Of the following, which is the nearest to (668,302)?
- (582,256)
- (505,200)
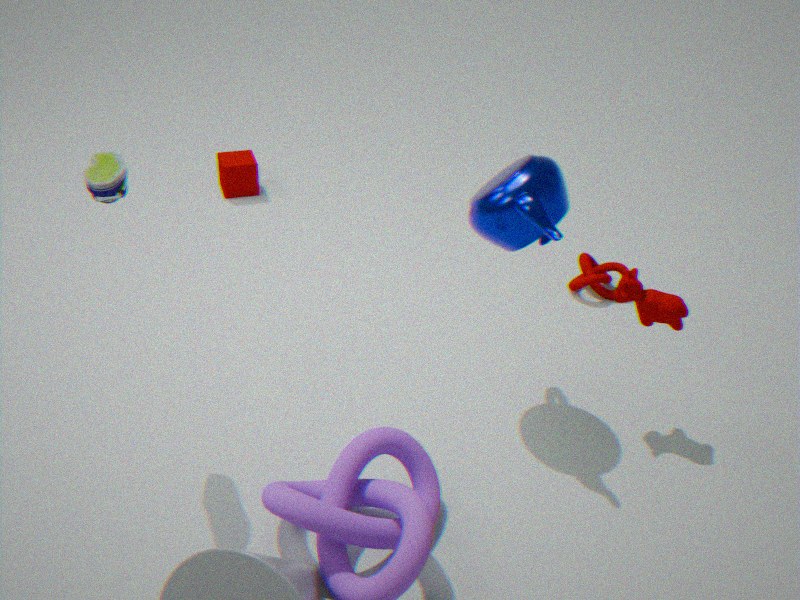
(505,200)
